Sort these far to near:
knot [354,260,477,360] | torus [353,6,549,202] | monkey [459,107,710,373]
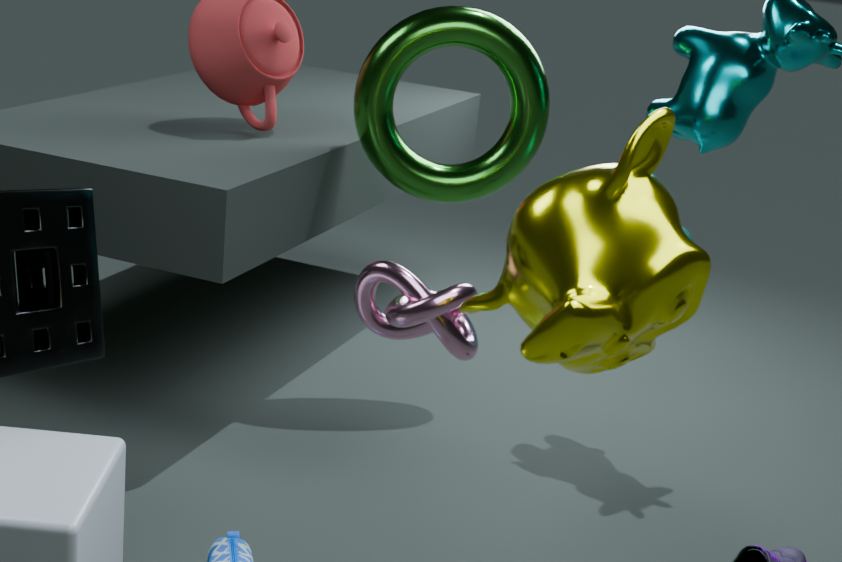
1. torus [353,6,549,202]
2. knot [354,260,477,360]
3. monkey [459,107,710,373]
